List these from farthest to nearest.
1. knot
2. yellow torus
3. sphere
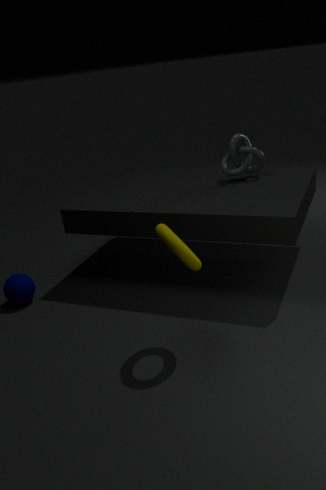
knot < sphere < yellow torus
